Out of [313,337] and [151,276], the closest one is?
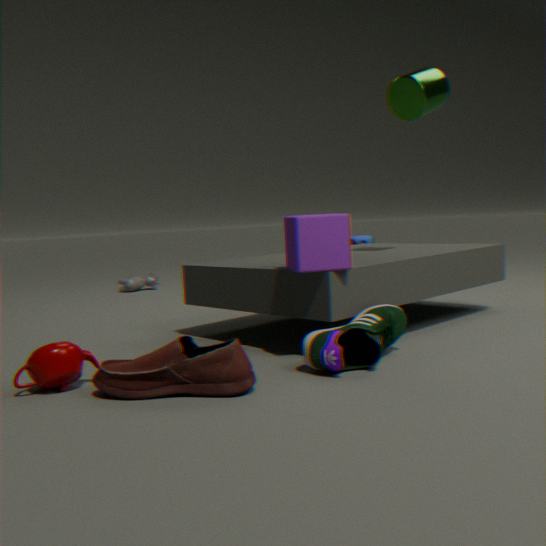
[313,337]
